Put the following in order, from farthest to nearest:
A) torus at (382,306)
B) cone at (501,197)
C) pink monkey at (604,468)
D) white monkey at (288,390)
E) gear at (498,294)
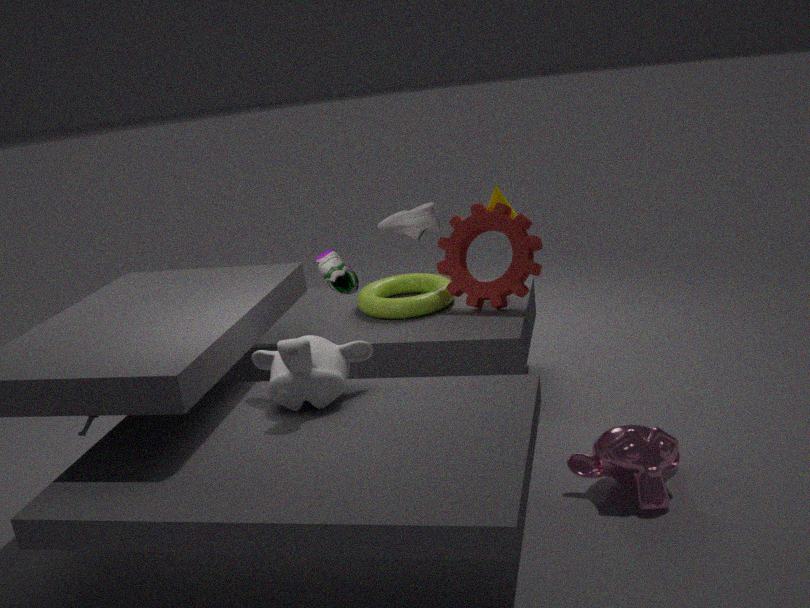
cone at (501,197)
torus at (382,306)
gear at (498,294)
pink monkey at (604,468)
white monkey at (288,390)
